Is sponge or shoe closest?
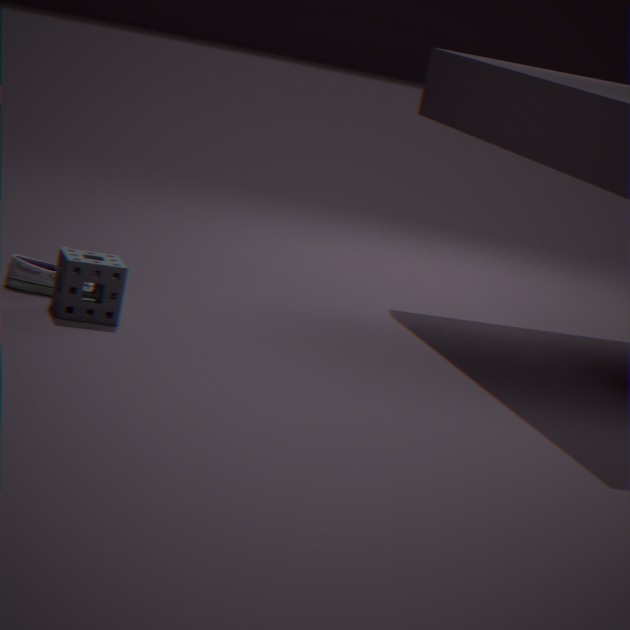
sponge
